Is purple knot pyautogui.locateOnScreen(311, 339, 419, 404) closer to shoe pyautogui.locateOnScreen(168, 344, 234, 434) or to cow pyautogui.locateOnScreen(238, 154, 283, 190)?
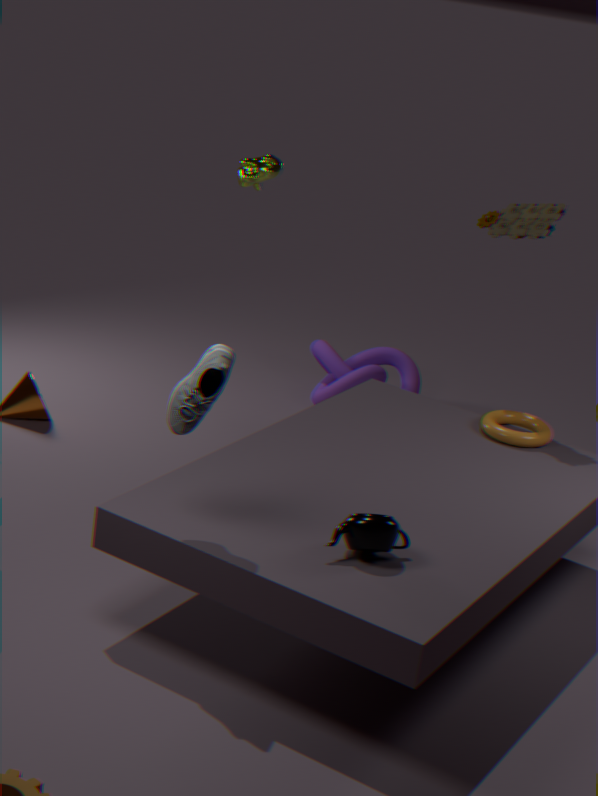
cow pyautogui.locateOnScreen(238, 154, 283, 190)
